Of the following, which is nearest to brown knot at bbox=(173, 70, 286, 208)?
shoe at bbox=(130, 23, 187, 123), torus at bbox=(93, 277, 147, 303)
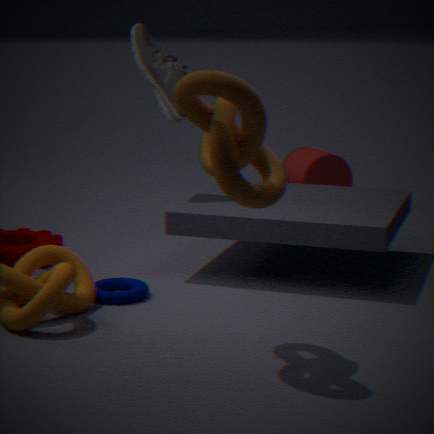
torus at bbox=(93, 277, 147, 303)
